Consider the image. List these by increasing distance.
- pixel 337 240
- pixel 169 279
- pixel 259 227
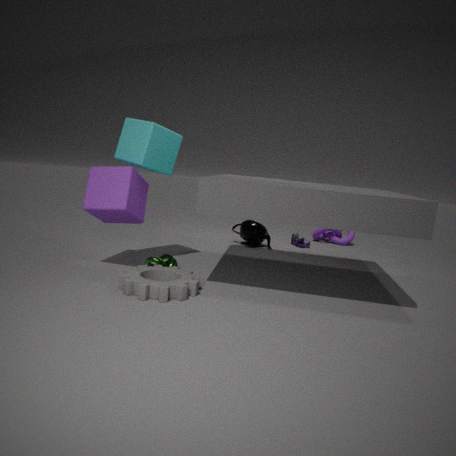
pixel 169 279, pixel 259 227, pixel 337 240
